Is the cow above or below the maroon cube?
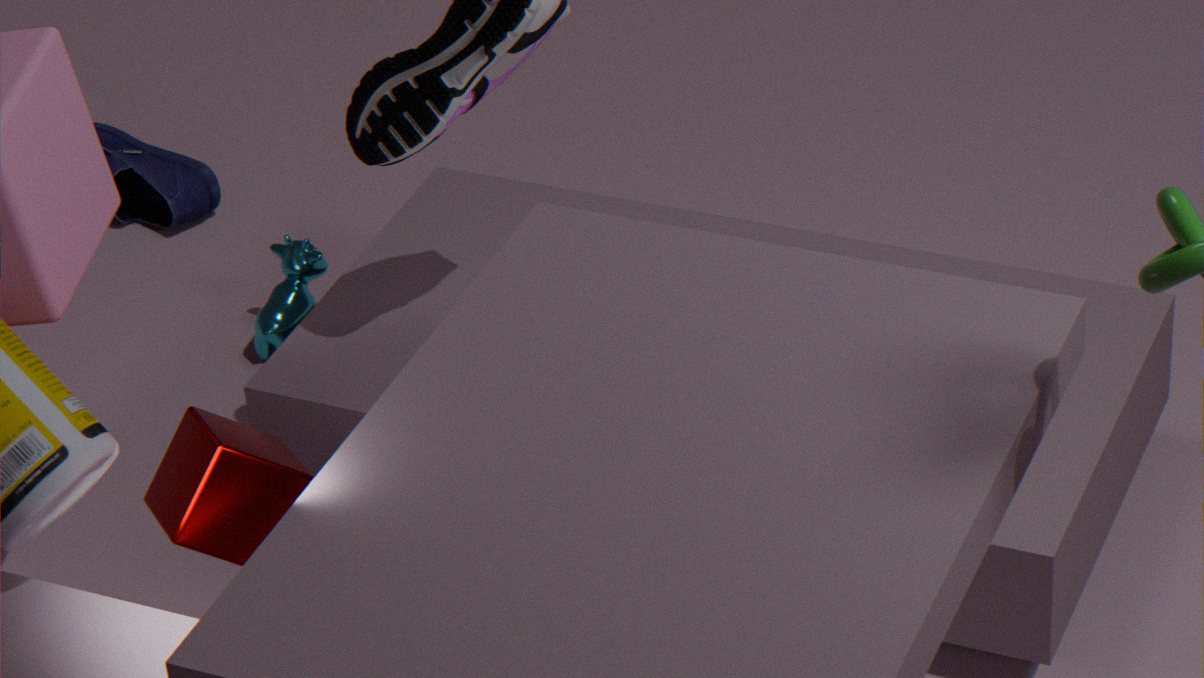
below
